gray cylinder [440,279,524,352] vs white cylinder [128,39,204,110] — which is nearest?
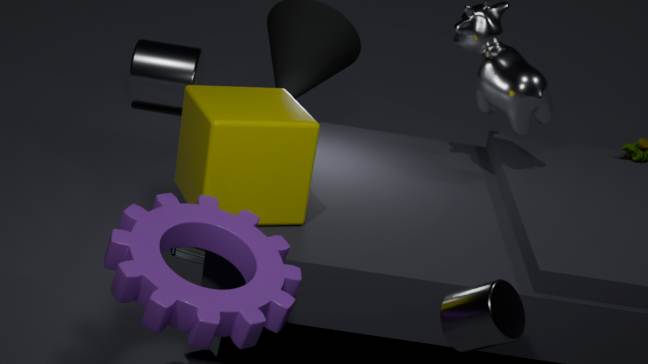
gray cylinder [440,279,524,352]
